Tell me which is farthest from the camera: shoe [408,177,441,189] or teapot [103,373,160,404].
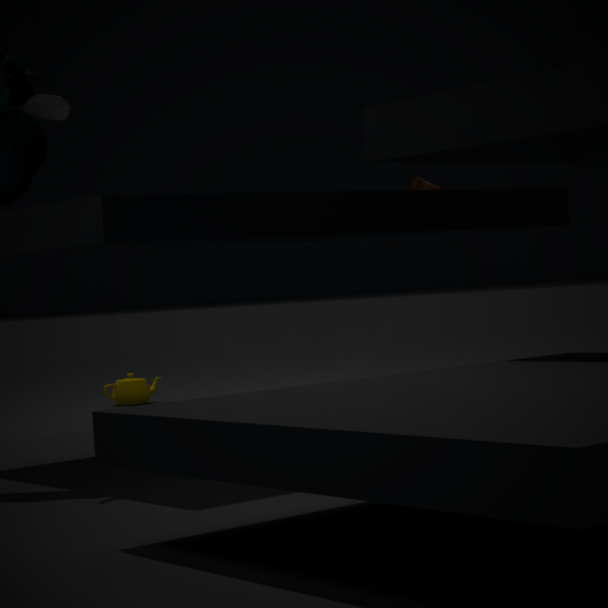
teapot [103,373,160,404]
